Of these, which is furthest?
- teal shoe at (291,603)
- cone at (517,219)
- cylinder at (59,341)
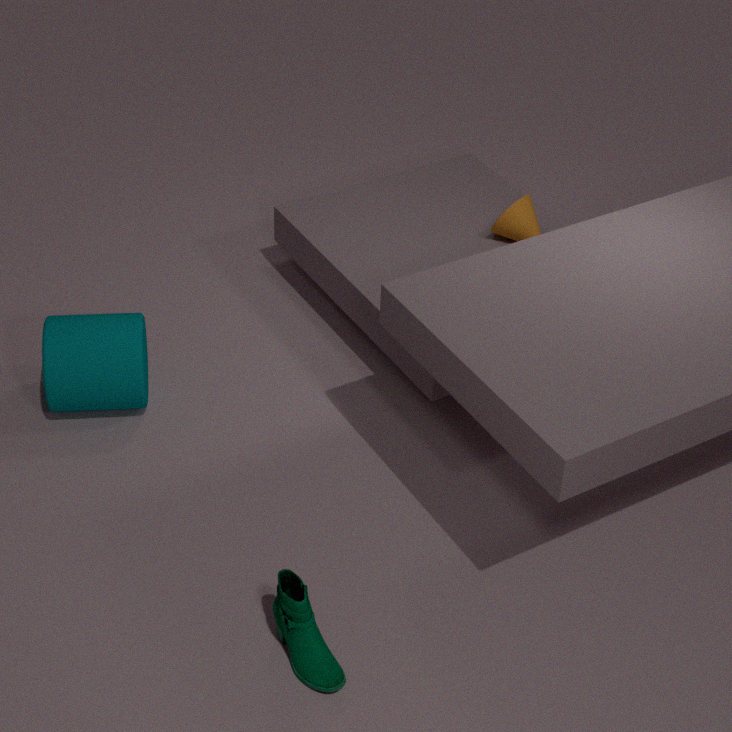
cone at (517,219)
